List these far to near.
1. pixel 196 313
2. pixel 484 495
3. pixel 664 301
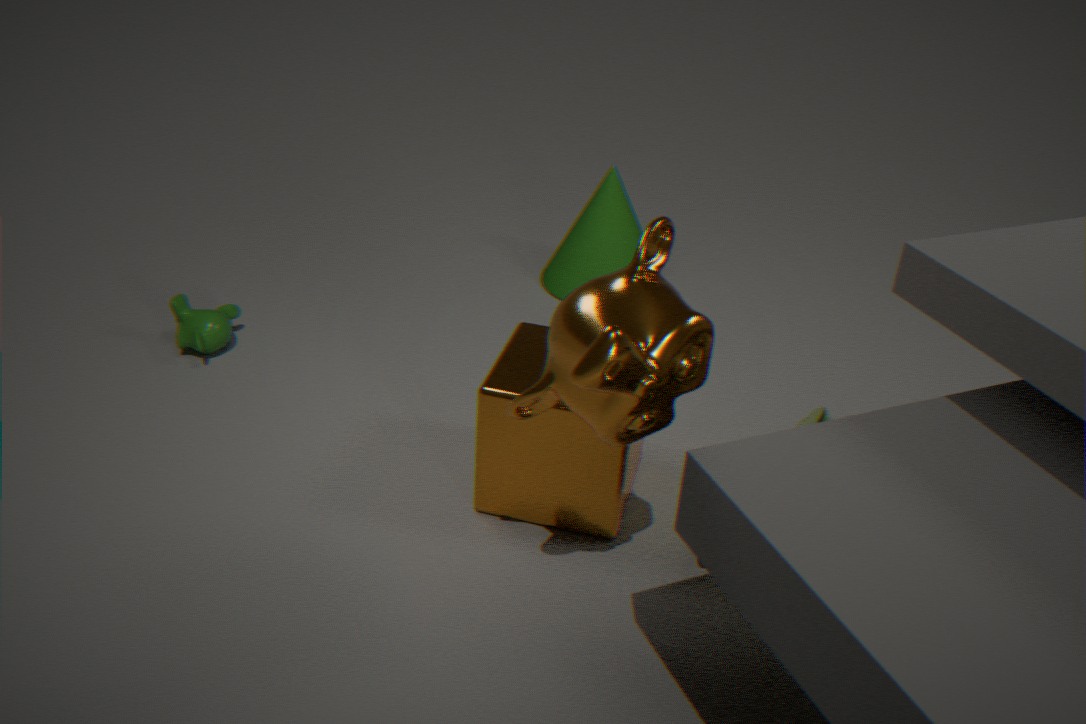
1. pixel 196 313
2. pixel 484 495
3. pixel 664 301
